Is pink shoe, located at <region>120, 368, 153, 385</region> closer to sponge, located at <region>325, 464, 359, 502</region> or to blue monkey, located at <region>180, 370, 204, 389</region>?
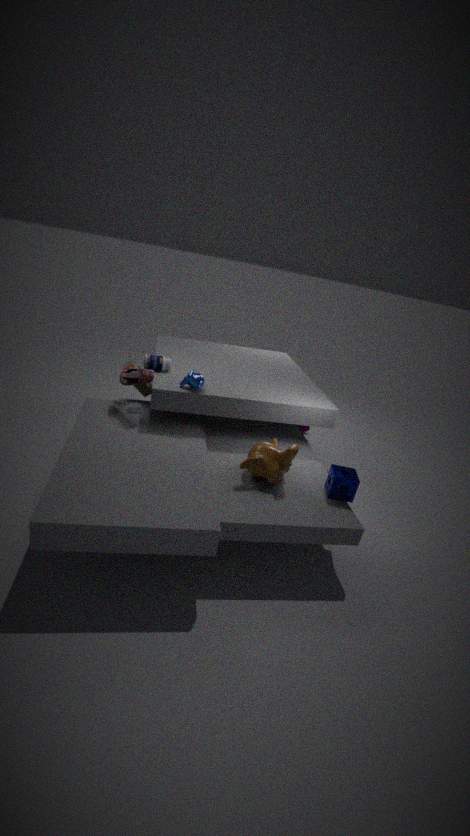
blue monkey, located at <region>180, 370, 204, 389</region>
